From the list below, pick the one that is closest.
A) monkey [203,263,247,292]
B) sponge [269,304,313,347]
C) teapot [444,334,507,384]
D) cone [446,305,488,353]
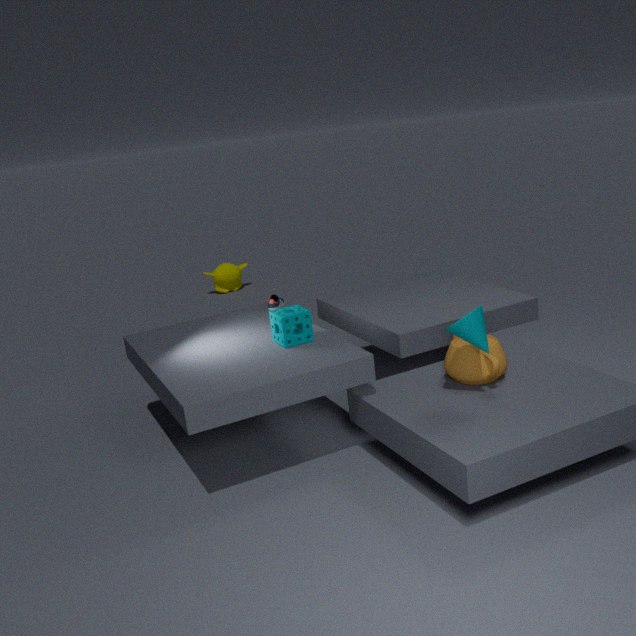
cone [446,305,488,353]
